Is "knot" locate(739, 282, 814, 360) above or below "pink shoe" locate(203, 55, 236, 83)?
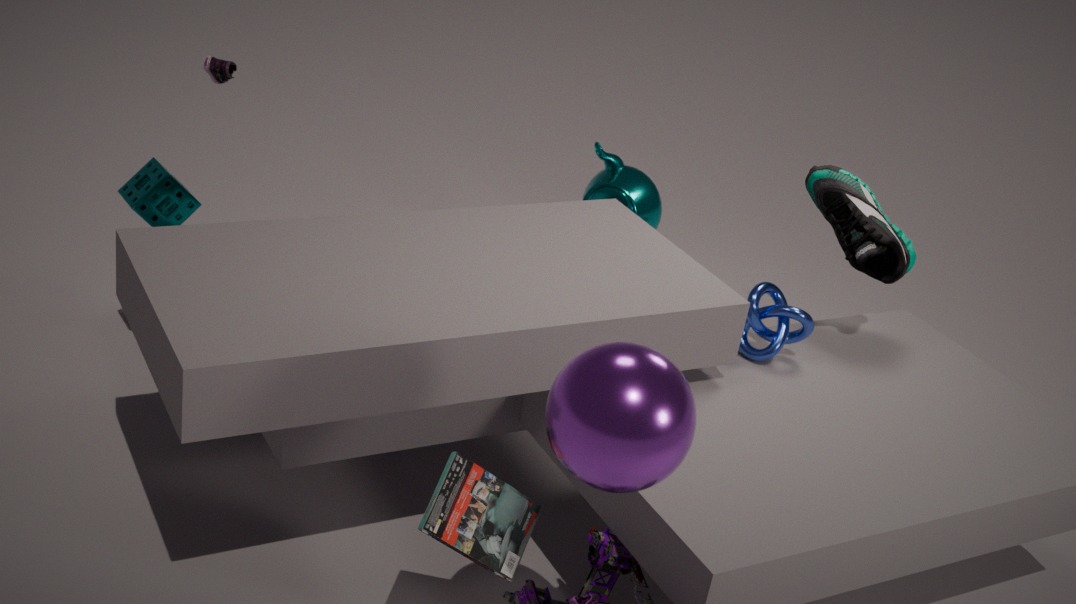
below
